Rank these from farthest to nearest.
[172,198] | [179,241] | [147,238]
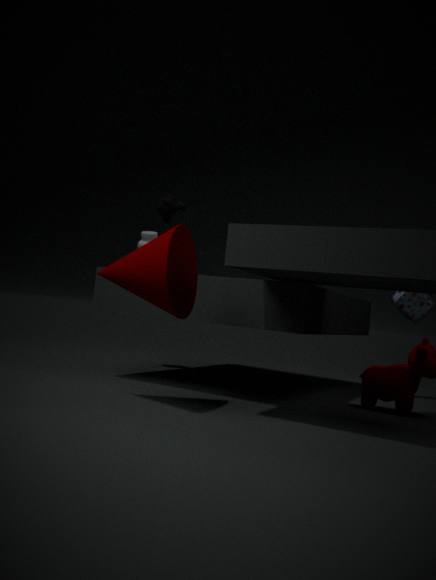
[147,238] → [172,198] → [179,241]
